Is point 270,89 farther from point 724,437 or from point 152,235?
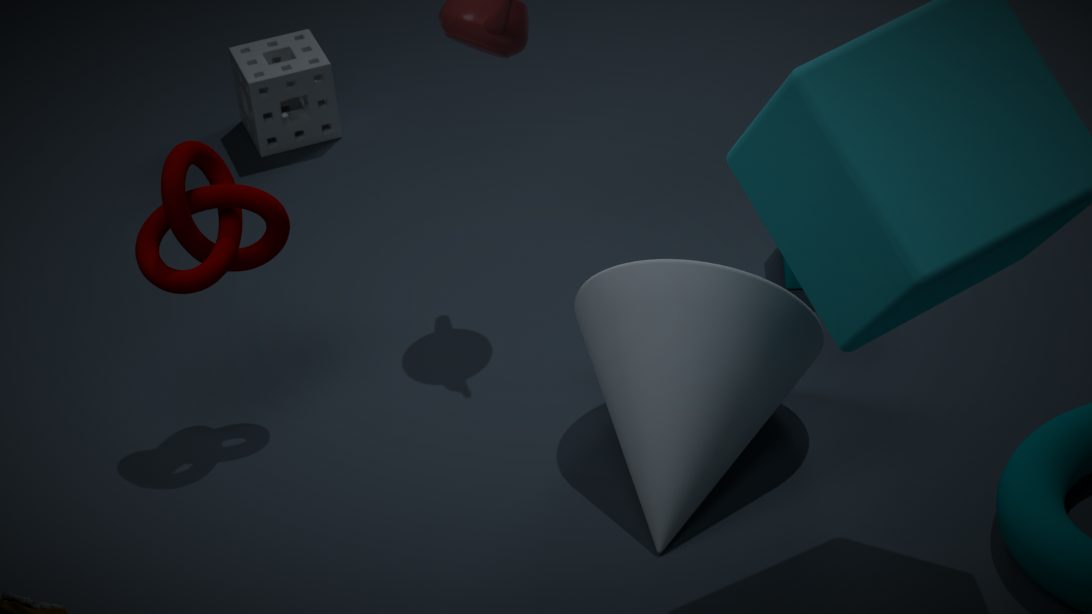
point 724,437
